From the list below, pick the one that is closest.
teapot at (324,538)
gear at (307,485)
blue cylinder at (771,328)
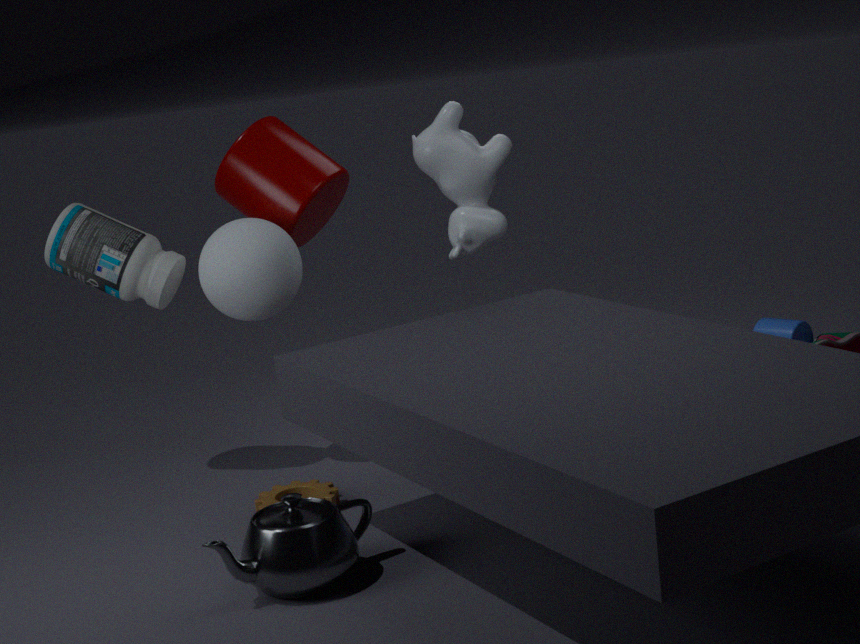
teapot at (324,538)
